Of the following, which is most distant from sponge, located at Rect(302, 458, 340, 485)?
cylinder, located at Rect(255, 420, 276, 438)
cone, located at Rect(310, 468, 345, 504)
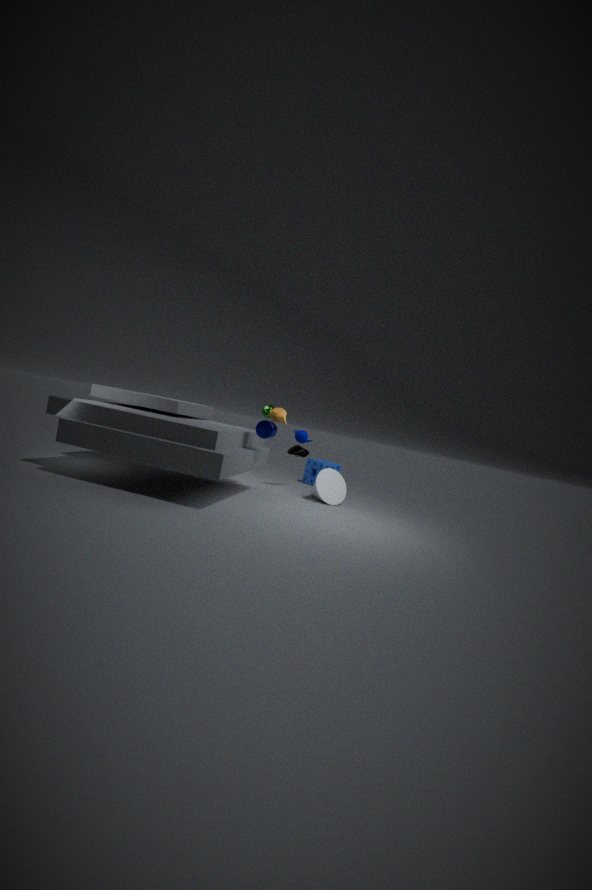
cylinder, located at Rect(255, 420, 276, 438)
